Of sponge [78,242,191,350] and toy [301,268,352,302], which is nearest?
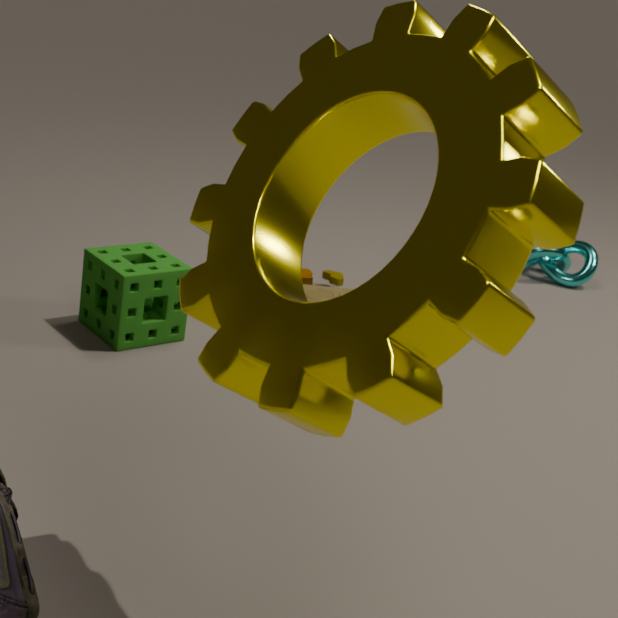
sponge [78,242,191,350]
